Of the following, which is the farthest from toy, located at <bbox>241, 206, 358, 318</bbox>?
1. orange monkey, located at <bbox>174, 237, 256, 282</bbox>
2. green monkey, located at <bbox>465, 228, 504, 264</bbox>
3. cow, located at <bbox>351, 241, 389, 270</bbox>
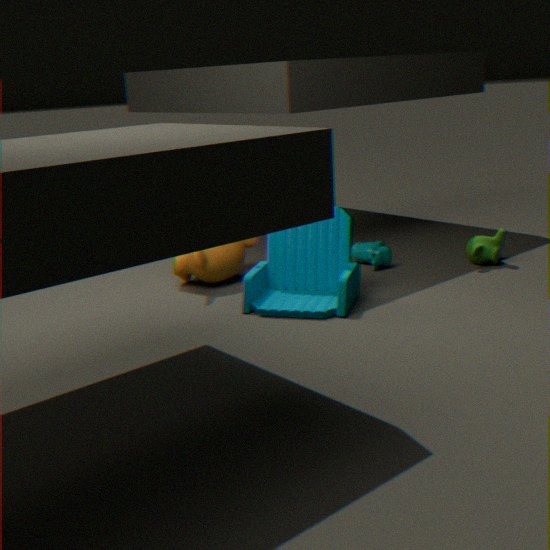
green monkey, located at <bbox>465, 228, 504, 264</bbox>
